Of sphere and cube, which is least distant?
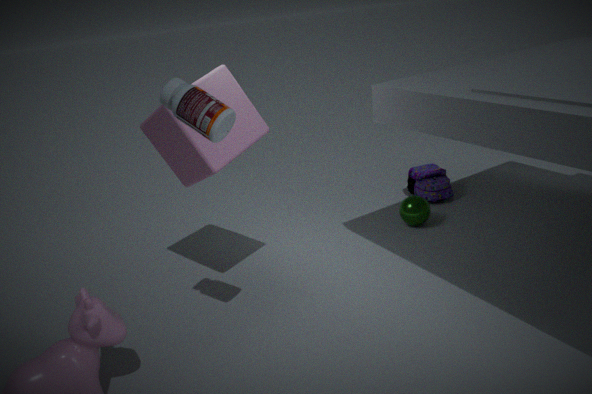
cube
